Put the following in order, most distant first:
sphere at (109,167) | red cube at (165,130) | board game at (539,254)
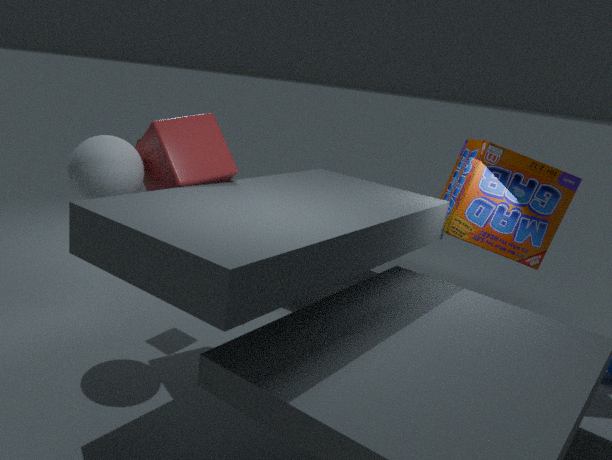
board game at (539,254), red cube at (165,130), sphere at (109,167)
